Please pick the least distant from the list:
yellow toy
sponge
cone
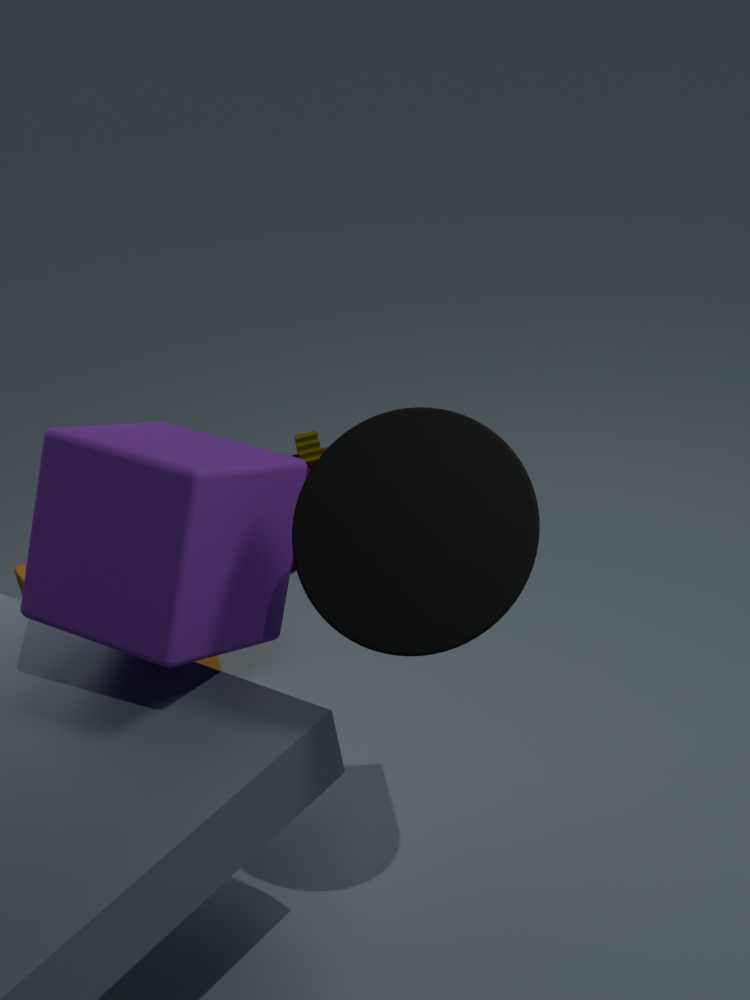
cone
